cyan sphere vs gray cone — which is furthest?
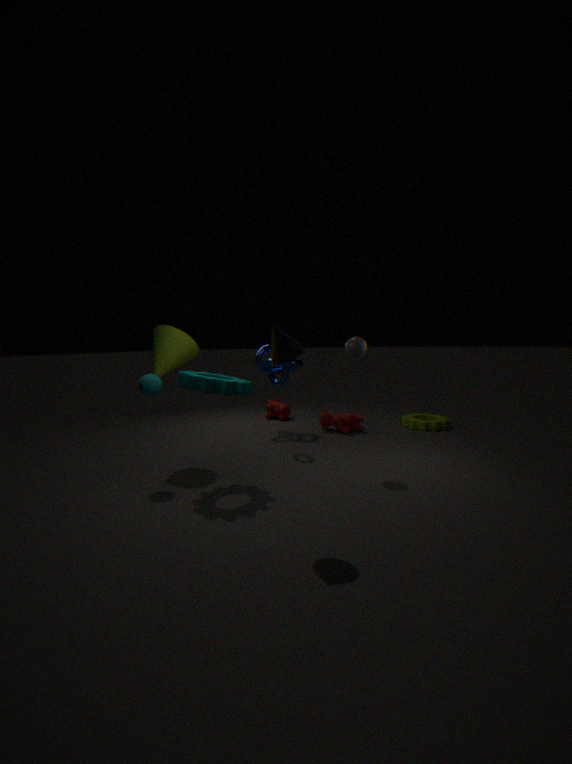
cyan sphere
